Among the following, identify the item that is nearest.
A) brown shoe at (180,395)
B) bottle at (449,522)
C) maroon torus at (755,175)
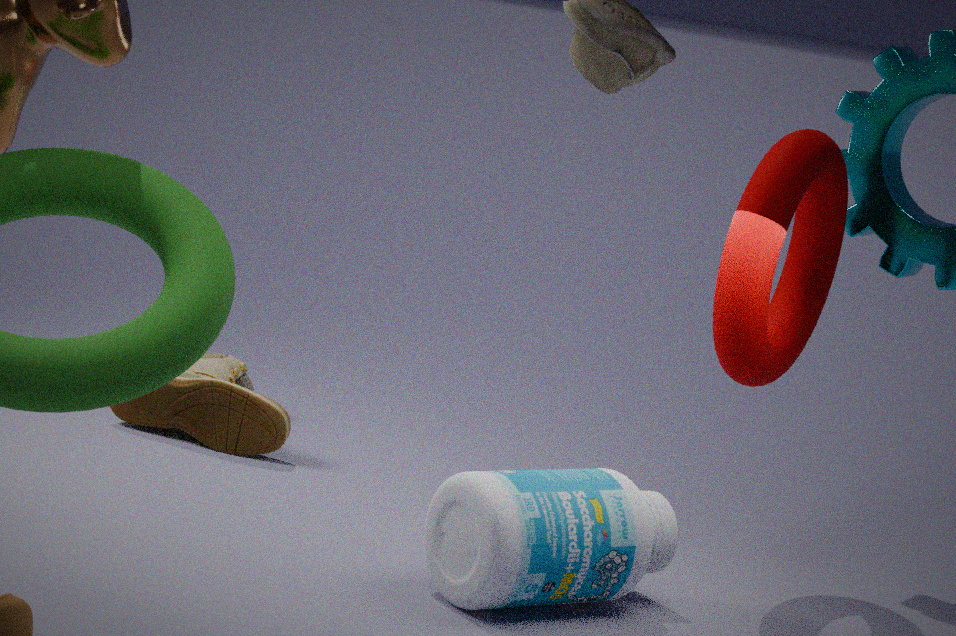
bottle at (449,522)
